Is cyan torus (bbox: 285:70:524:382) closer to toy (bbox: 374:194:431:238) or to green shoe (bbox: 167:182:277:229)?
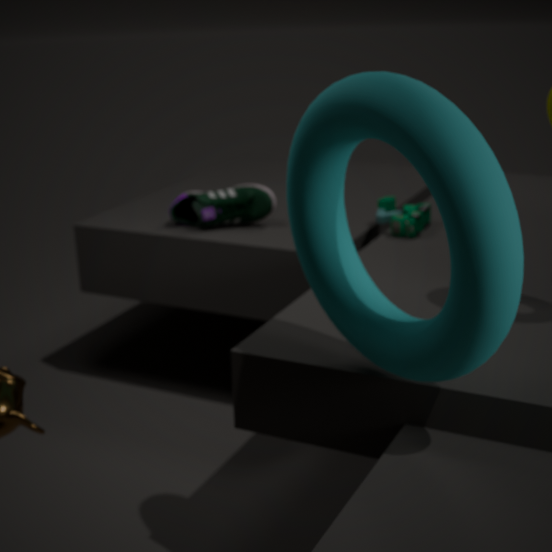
toy (bbox: 374:194:431:238)
